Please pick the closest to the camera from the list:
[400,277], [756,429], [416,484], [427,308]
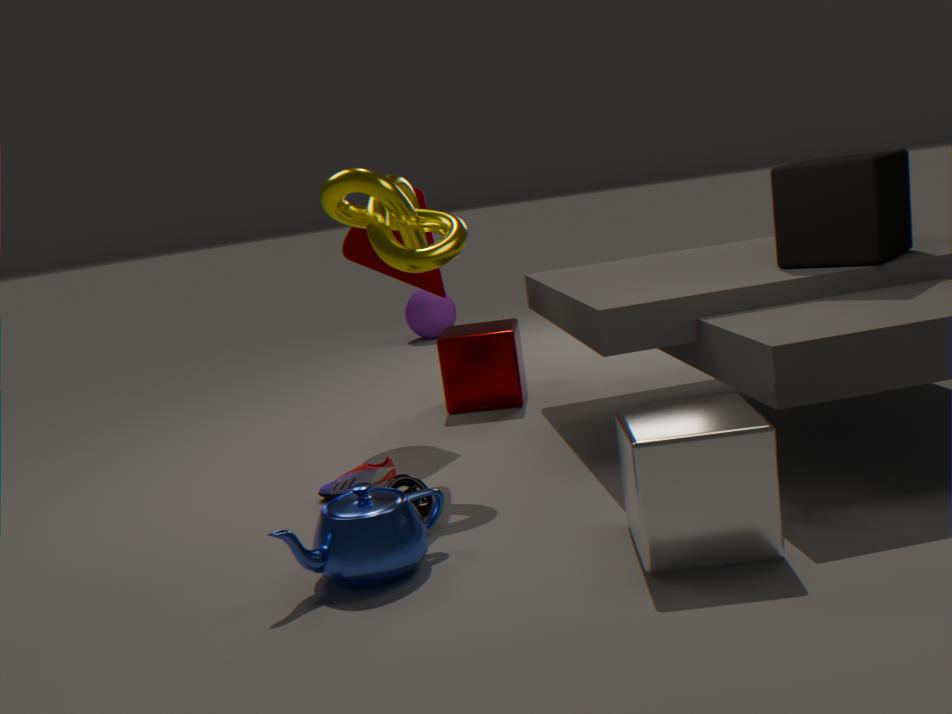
[756,429]
